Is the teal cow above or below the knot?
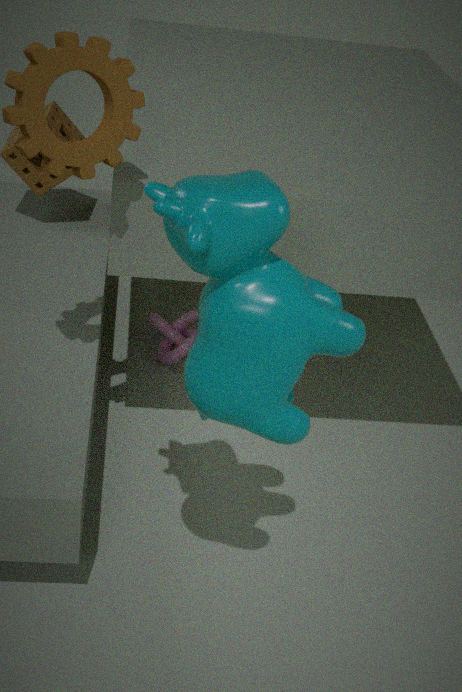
→ above
